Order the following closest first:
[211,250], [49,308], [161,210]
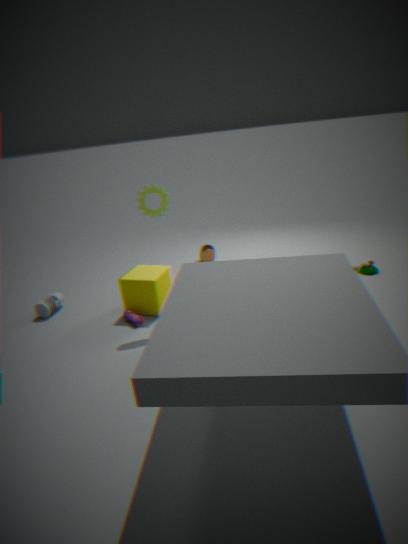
[161,210], [49,308], [211,250]
